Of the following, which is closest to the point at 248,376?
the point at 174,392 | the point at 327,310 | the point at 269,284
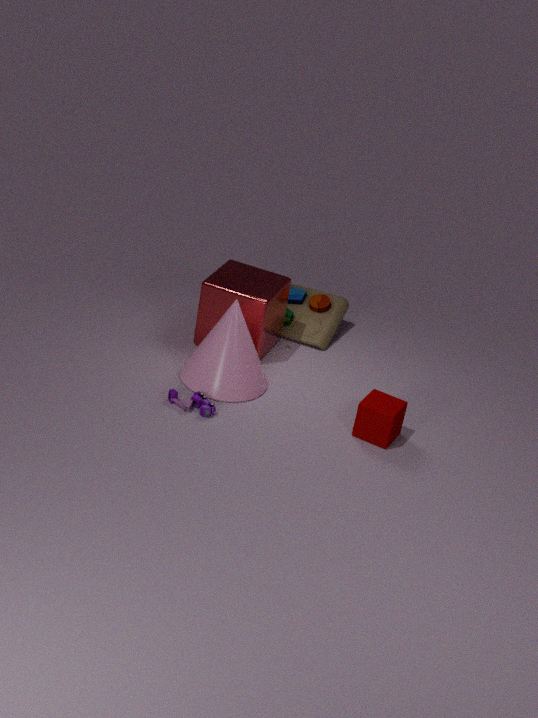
the point at 174,392
